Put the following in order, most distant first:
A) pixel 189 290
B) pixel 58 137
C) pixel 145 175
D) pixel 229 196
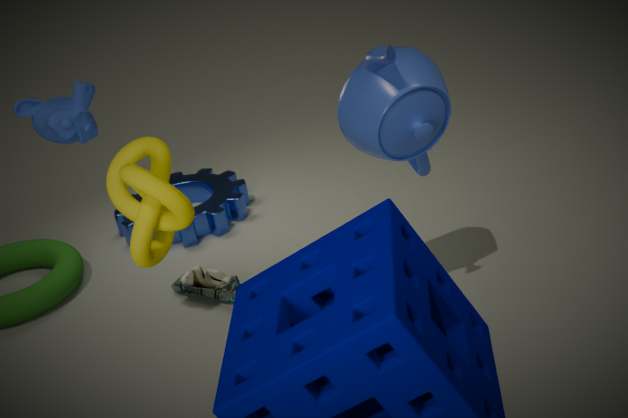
D. pixel 229 196 < A. pixel 189 290 < B. pixel 58 137 < C. pixel 145 175
